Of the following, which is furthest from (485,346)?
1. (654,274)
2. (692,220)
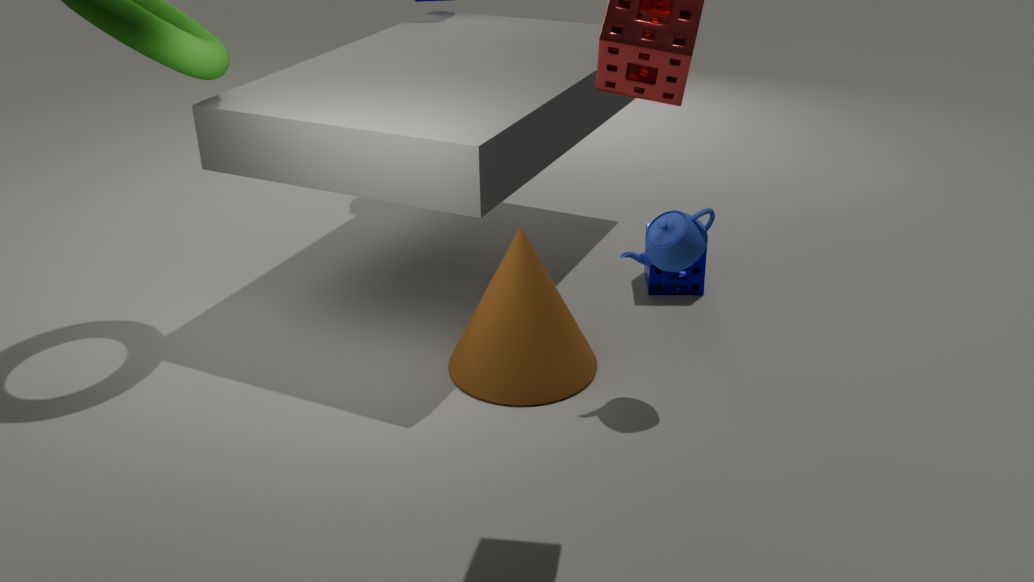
(654,274)
